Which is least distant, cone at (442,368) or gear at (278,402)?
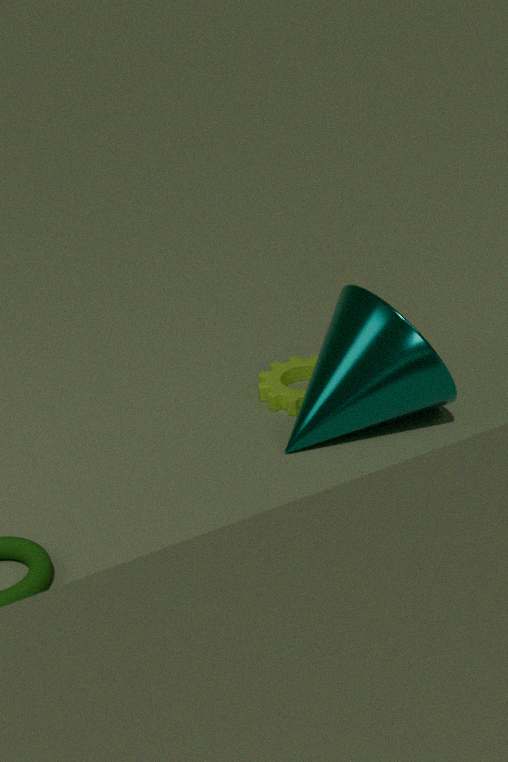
cone at (442,368)
